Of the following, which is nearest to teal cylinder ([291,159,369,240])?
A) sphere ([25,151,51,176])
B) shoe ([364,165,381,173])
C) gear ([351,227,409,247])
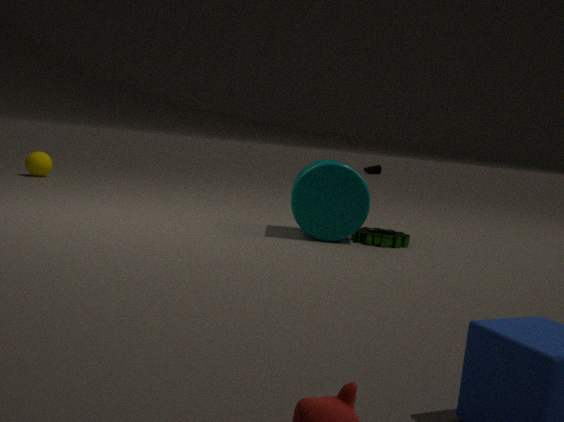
gear ([351,227,409,247])
